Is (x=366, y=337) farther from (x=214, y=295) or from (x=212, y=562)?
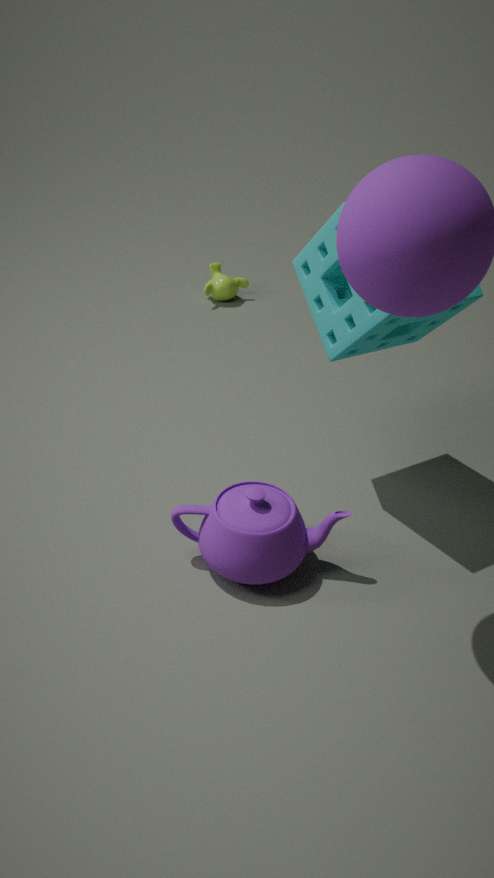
(x=214, y=295)
